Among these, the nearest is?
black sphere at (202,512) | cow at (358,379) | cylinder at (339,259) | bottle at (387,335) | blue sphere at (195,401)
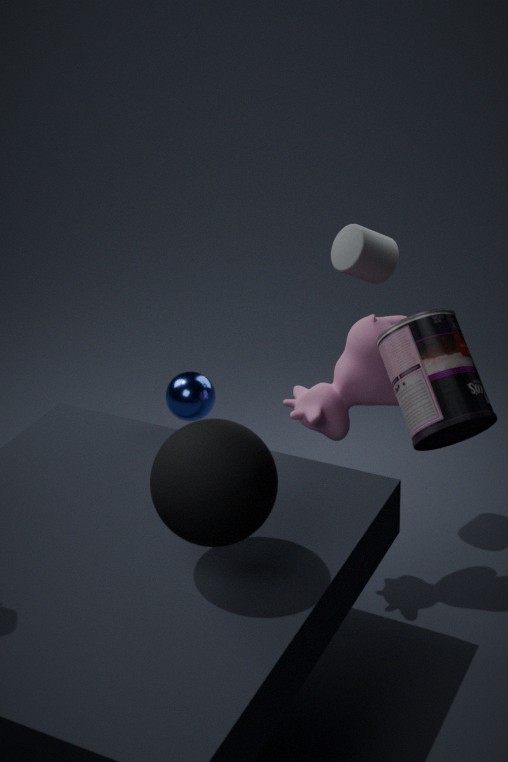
black sphere at (202,512)
